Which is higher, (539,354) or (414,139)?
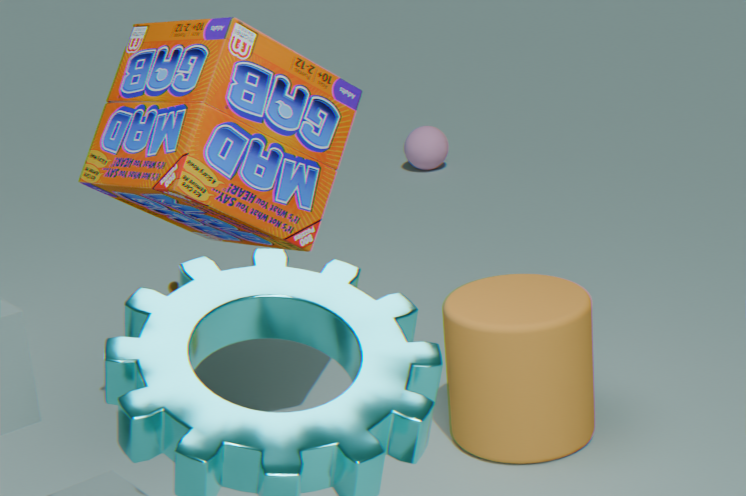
(539,354)
